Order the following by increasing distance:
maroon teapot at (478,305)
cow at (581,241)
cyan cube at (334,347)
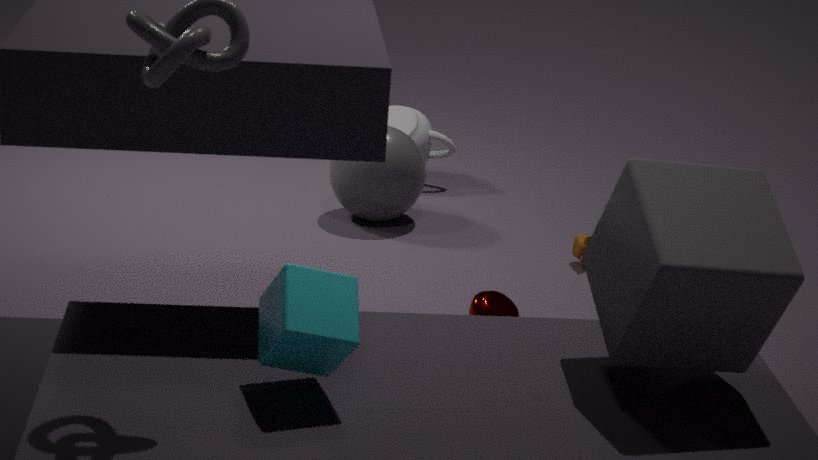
1. cyan cube at (334,347)
2. maroon teapot at (478,305)
3. cow at (581,241)
